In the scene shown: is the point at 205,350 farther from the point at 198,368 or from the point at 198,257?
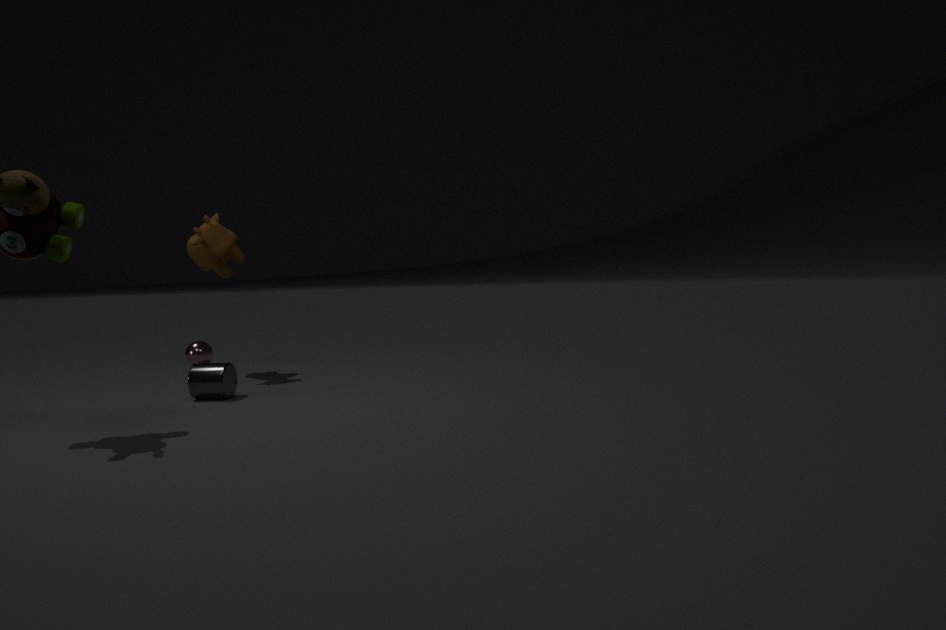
the point at 198,368
